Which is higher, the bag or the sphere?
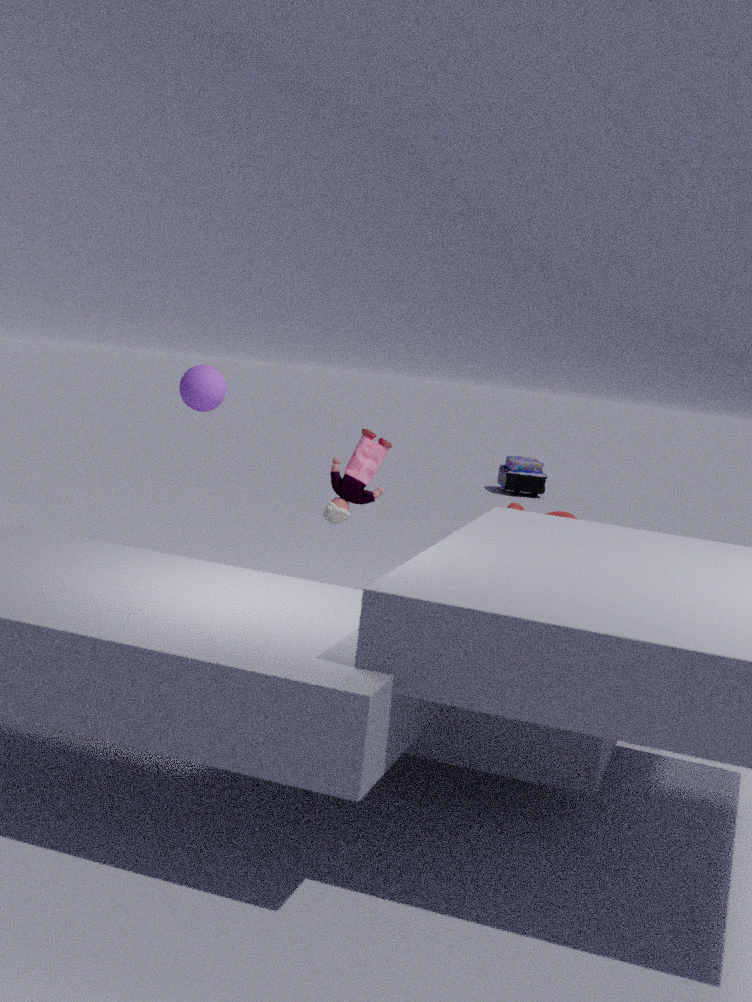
the sphere
